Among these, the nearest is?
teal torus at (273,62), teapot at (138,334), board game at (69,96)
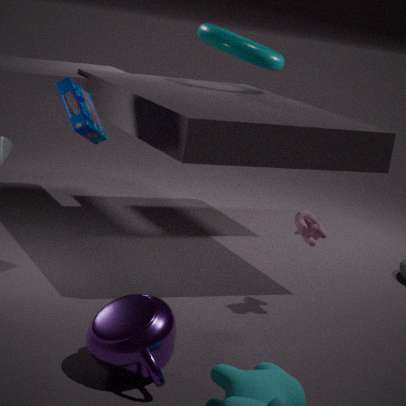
teapot at (138,334)
